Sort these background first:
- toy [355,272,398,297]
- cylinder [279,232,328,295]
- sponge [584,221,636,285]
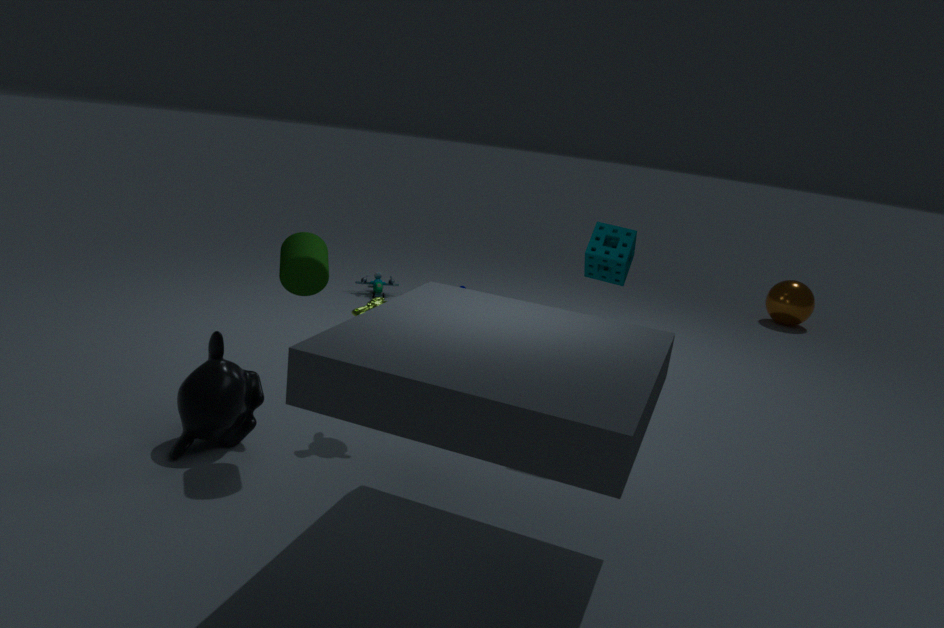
toy [355,272,398,297] < sponge [584,221,636,285] < cylinder [279,232,328,295]
